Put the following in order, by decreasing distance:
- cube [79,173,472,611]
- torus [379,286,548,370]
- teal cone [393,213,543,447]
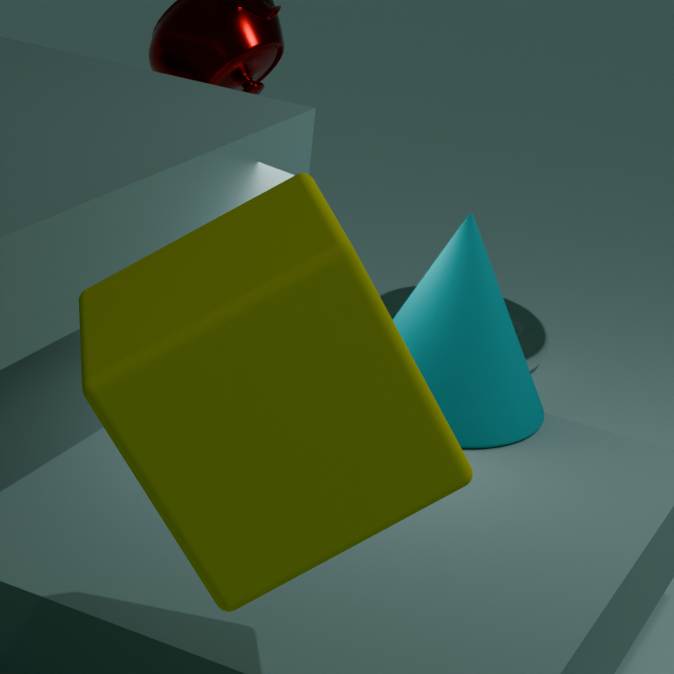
torus [379,286,548,370] → teal cone [393,213,543,447] → cube [79,173,472,611]
